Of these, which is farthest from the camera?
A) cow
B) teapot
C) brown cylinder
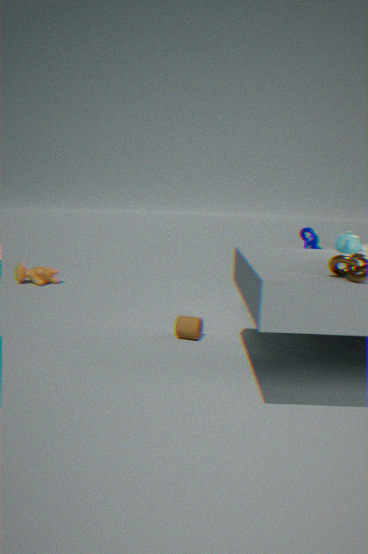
cow
